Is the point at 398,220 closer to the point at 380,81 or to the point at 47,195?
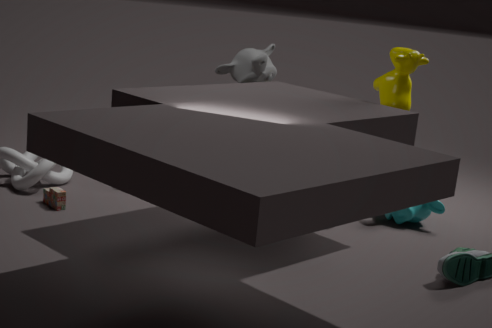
the point at 380,81
